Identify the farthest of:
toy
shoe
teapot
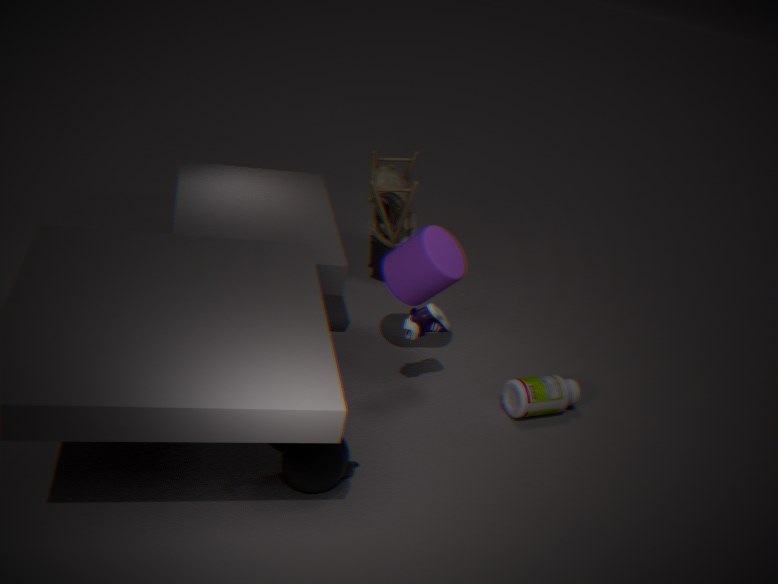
toy
